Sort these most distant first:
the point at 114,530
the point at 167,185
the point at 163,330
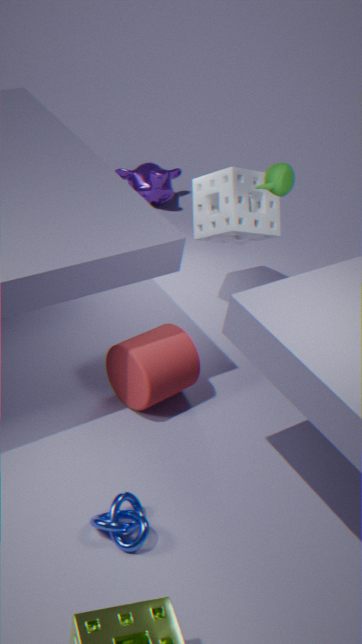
the point at 167,185
the point at 163,330
the point at 114,530
